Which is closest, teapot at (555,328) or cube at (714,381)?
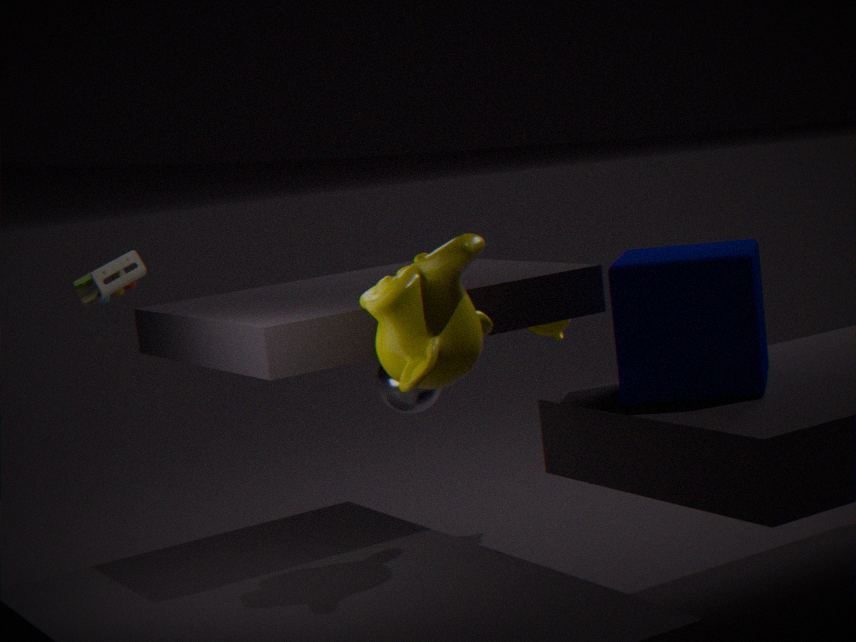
cube at (714,381)
